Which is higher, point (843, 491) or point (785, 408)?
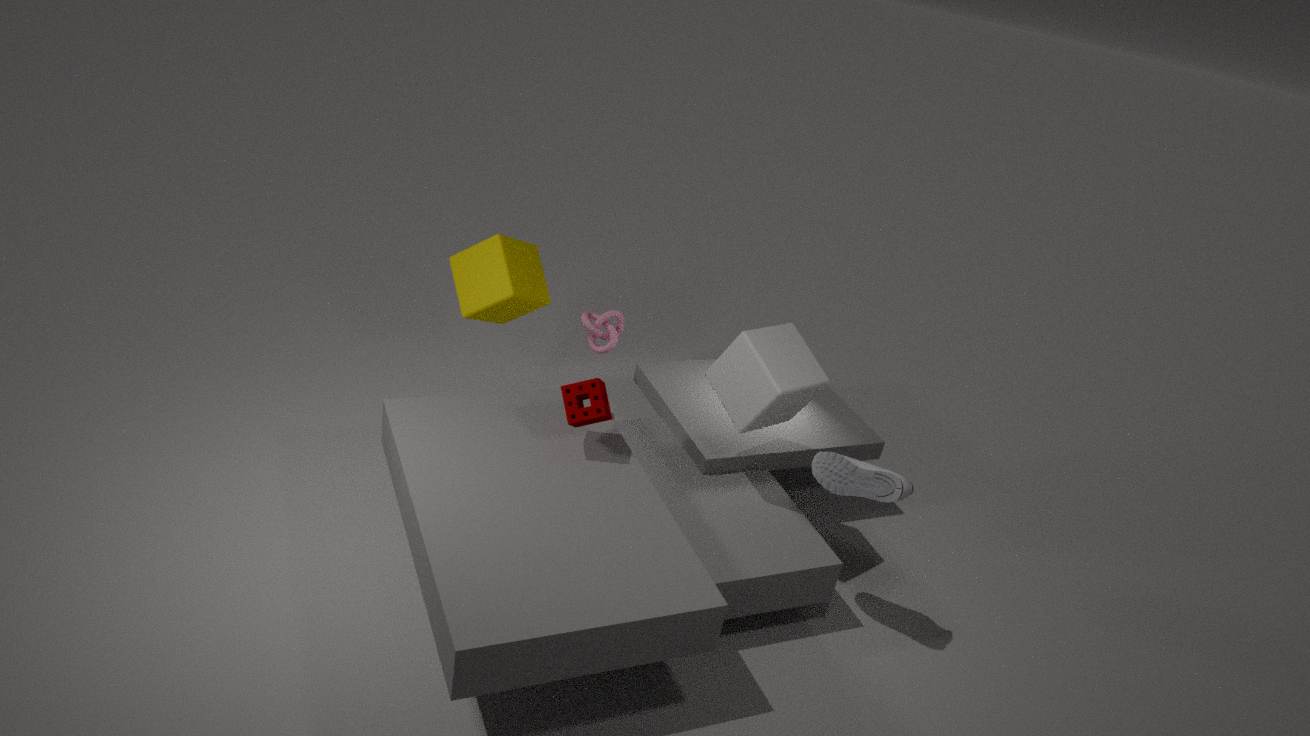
point (785, 408)
